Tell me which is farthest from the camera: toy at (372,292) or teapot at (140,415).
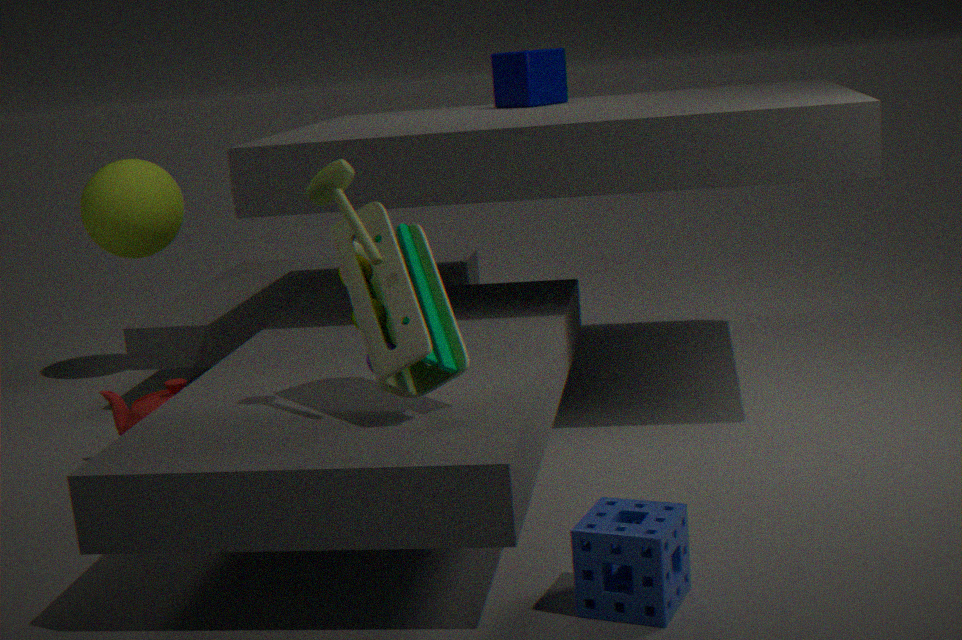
teapot at (140,415)
